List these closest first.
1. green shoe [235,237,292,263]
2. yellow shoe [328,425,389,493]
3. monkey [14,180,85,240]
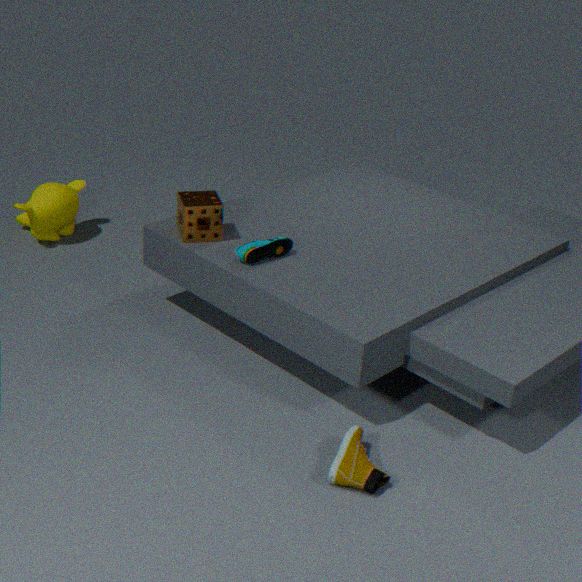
yellow shoe [328,425,389,493] < green shoe [235,237,292,263] < monkey [14,180,85,240]
